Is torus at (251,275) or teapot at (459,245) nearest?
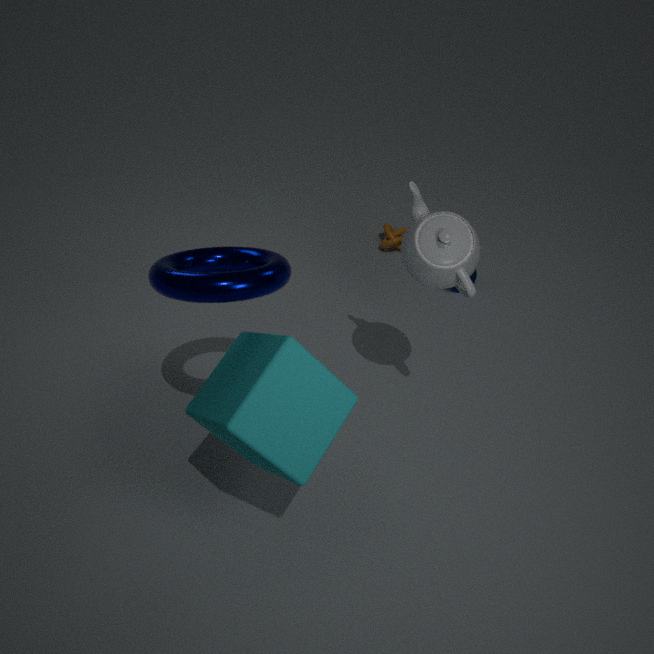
torus at (251,275)
